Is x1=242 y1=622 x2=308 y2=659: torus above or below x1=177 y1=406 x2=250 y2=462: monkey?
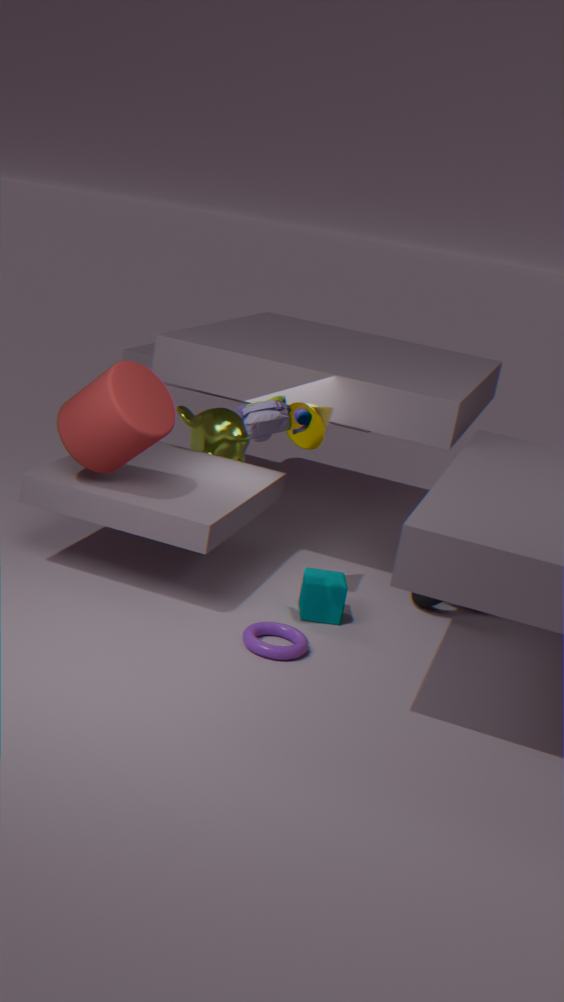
below
